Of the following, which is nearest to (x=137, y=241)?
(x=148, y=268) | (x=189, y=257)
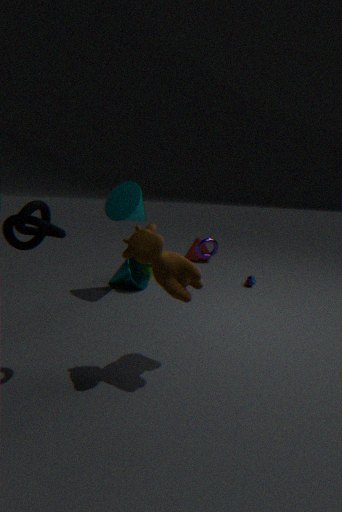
(x=148, y=268)
